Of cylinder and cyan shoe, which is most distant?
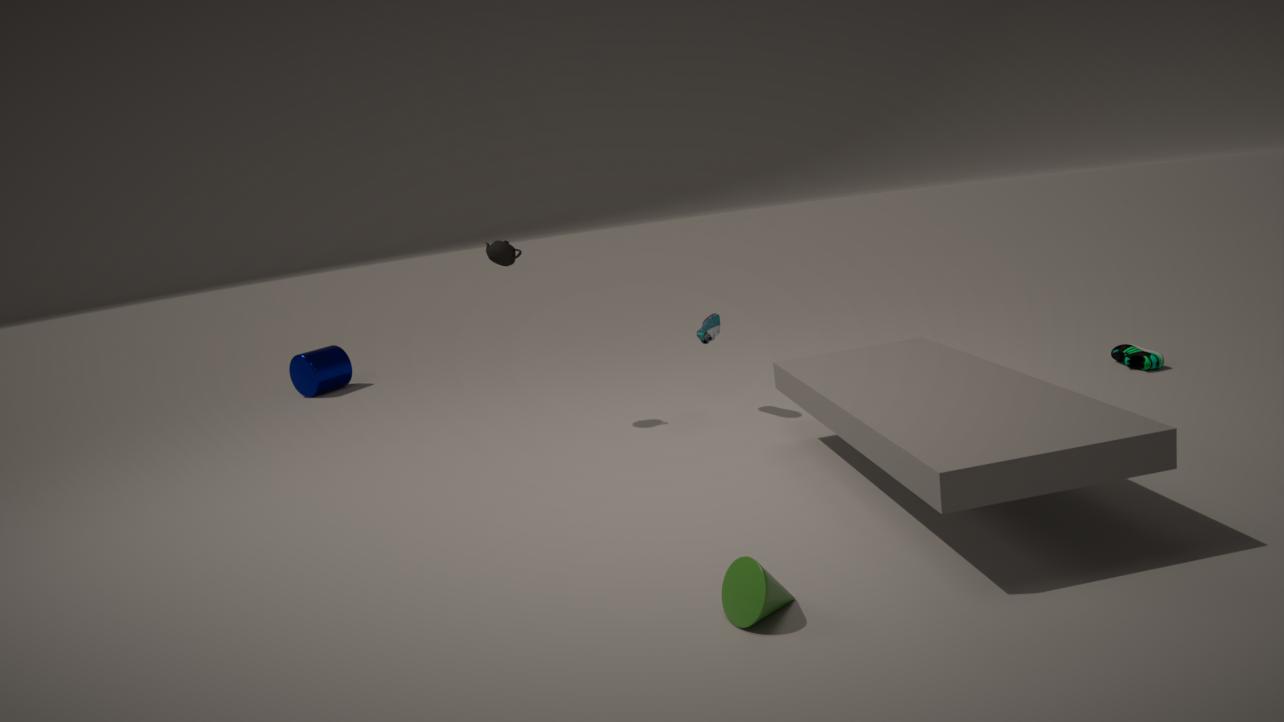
cylinder
